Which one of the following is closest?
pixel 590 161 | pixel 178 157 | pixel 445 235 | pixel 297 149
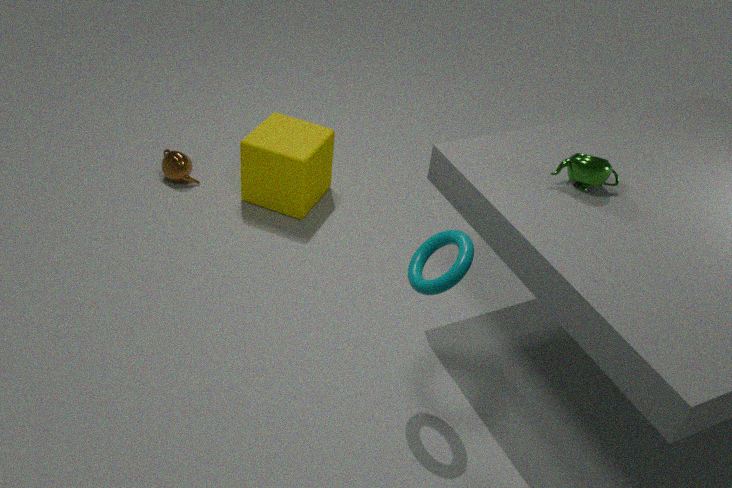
pixel 445 235
